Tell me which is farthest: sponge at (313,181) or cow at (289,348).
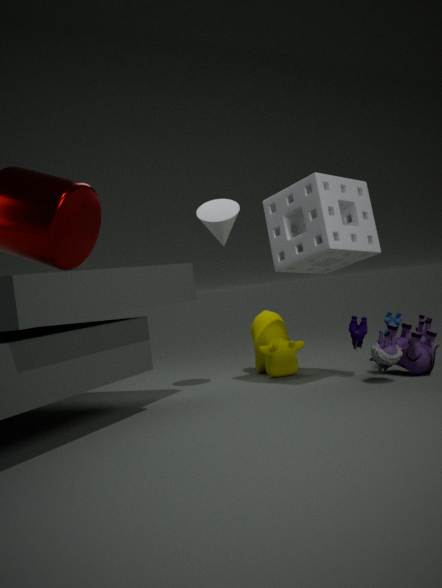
cow at (289,348)
